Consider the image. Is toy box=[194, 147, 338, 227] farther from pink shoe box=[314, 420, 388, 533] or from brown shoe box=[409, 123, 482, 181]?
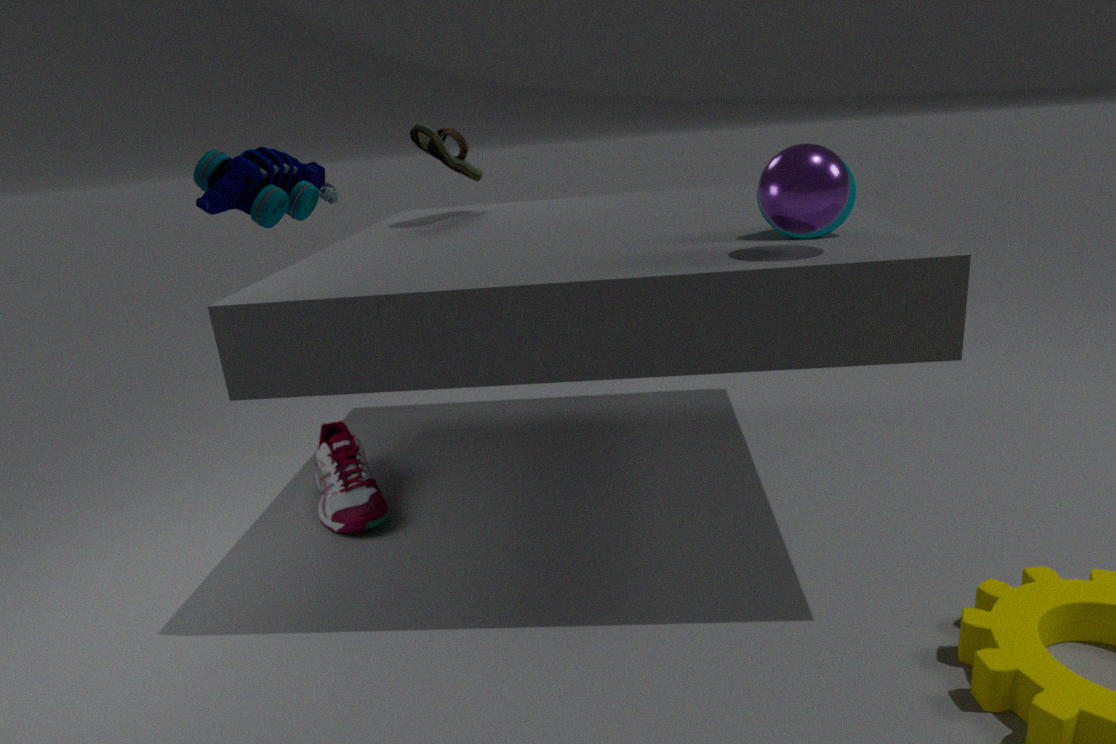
brown shoe box=[409, 123, 482, 181]
